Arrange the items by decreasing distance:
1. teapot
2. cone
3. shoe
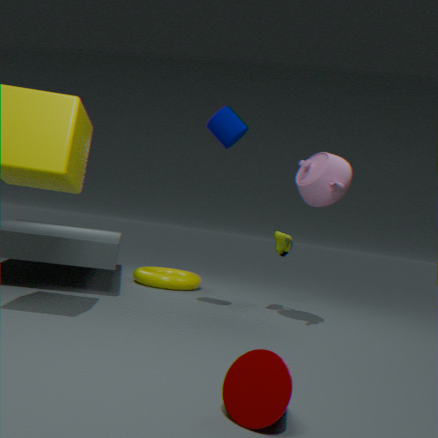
shoe
teapot
cone
